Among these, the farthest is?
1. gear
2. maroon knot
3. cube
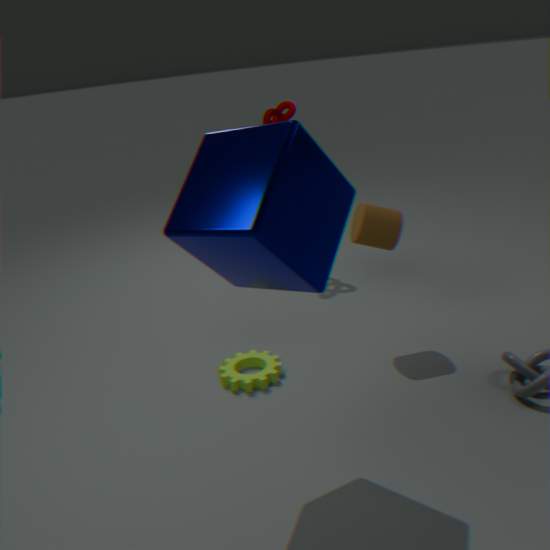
maroon knot
